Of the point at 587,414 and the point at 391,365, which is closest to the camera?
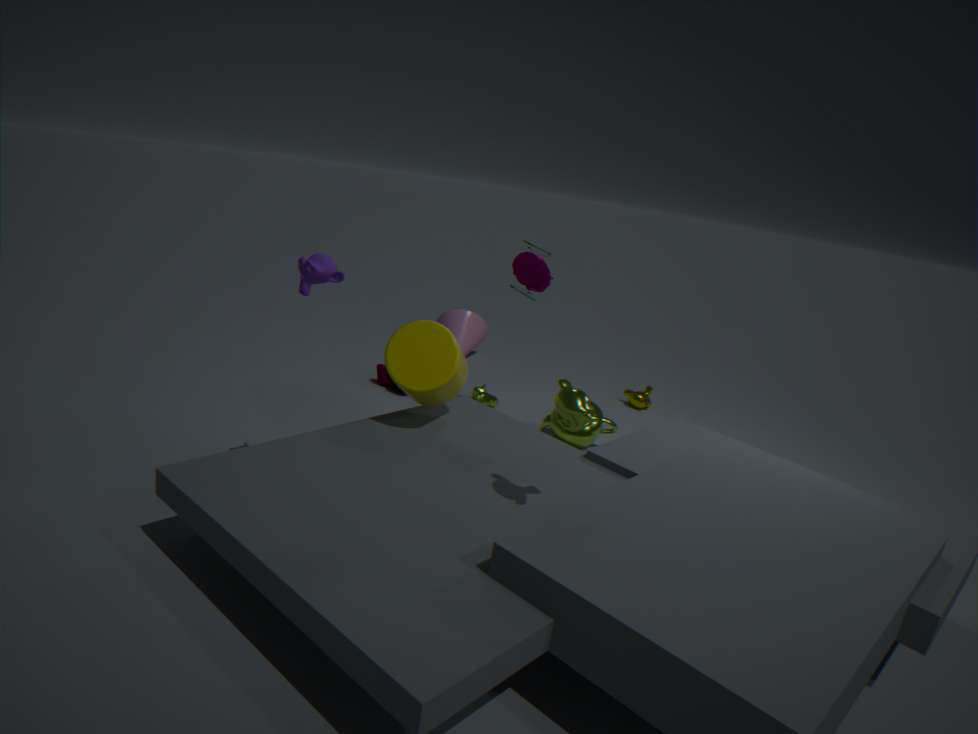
the point at 587,414
